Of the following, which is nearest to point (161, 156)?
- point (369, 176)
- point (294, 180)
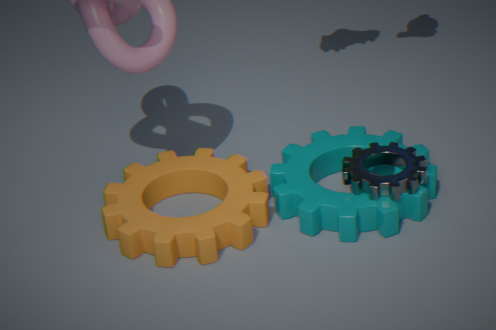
point (294, 180)
